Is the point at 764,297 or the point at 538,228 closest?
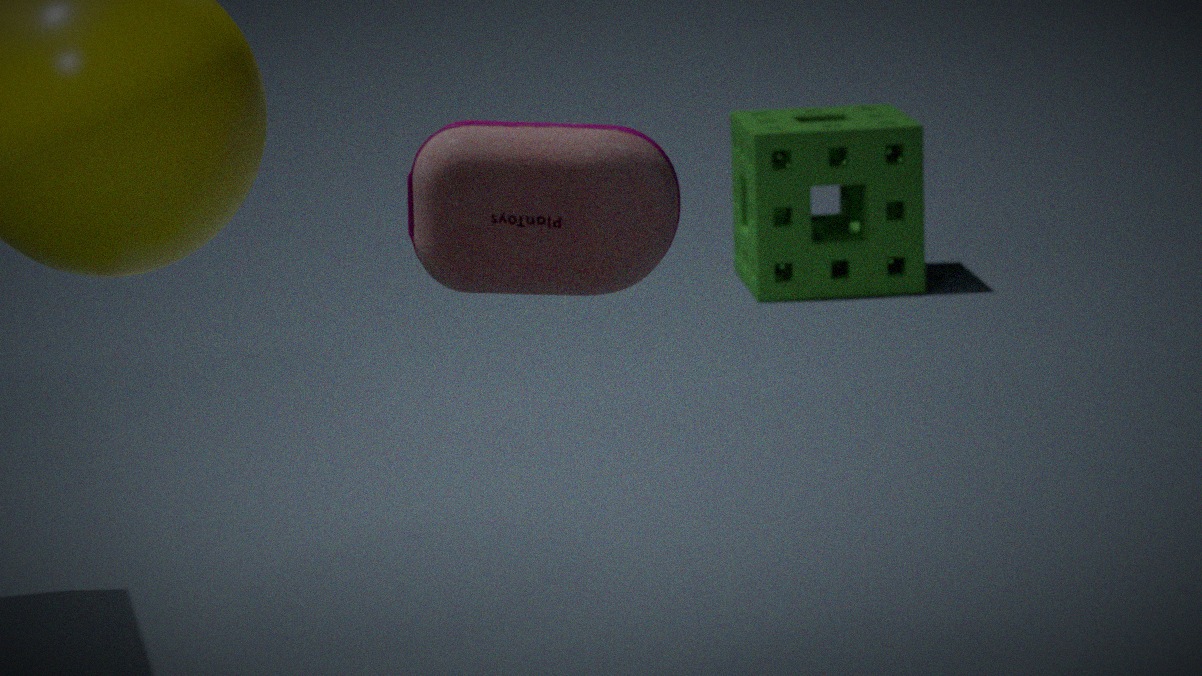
the point at 538,228
